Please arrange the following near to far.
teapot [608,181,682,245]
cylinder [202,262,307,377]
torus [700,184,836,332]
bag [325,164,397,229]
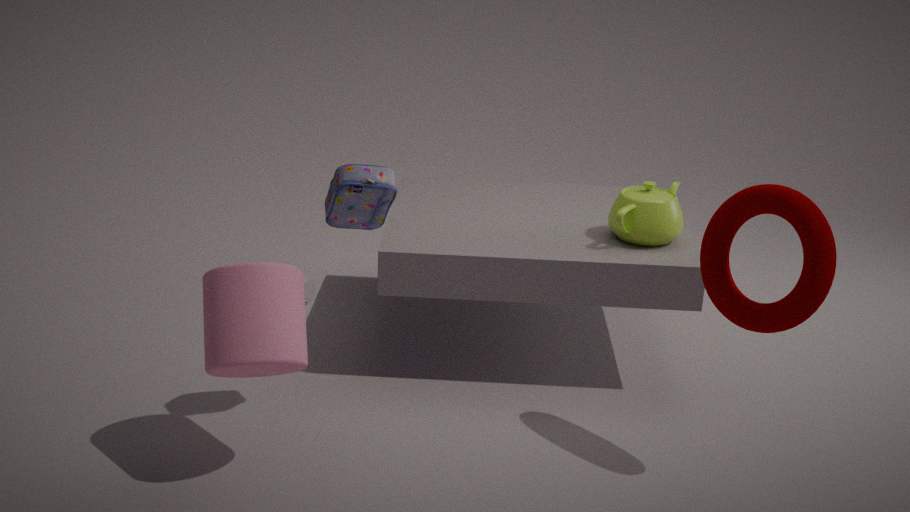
1. cylinder [202,262,307,377]
2. torus [700,184,836,332]
3. bag [325,164,397,229]
4. teapot [608,181,682,245]
